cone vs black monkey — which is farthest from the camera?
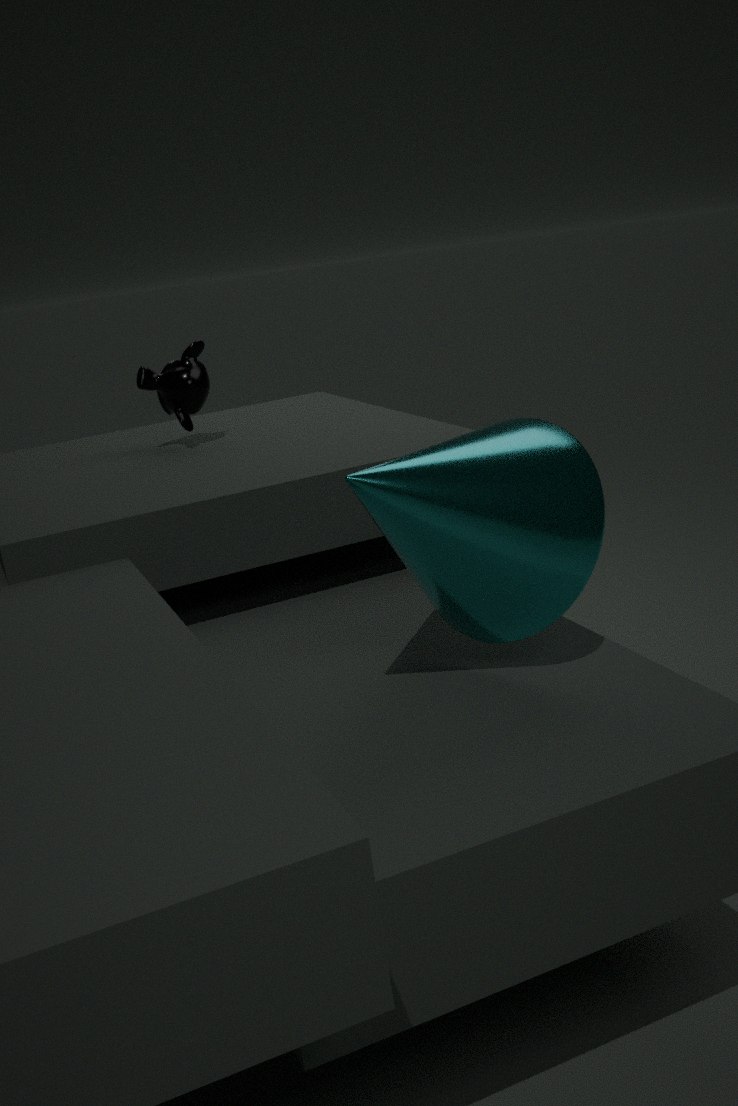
black monkey
